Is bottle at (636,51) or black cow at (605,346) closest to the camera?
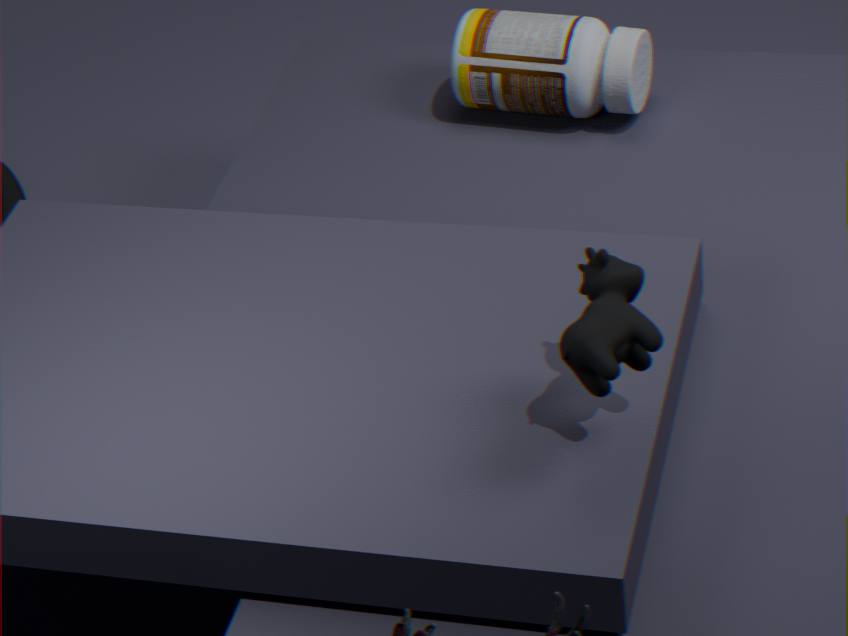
black cow at (605,346)
